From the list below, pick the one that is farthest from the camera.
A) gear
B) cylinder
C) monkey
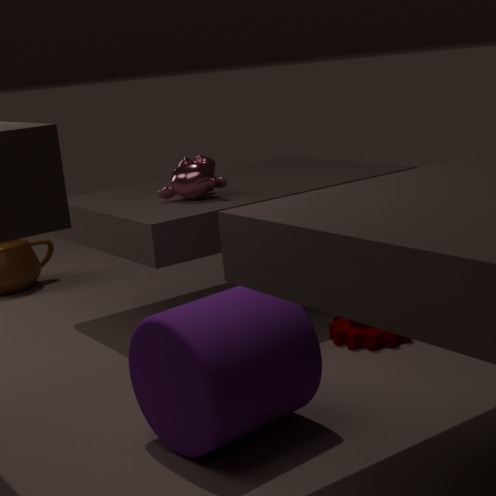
monkey
